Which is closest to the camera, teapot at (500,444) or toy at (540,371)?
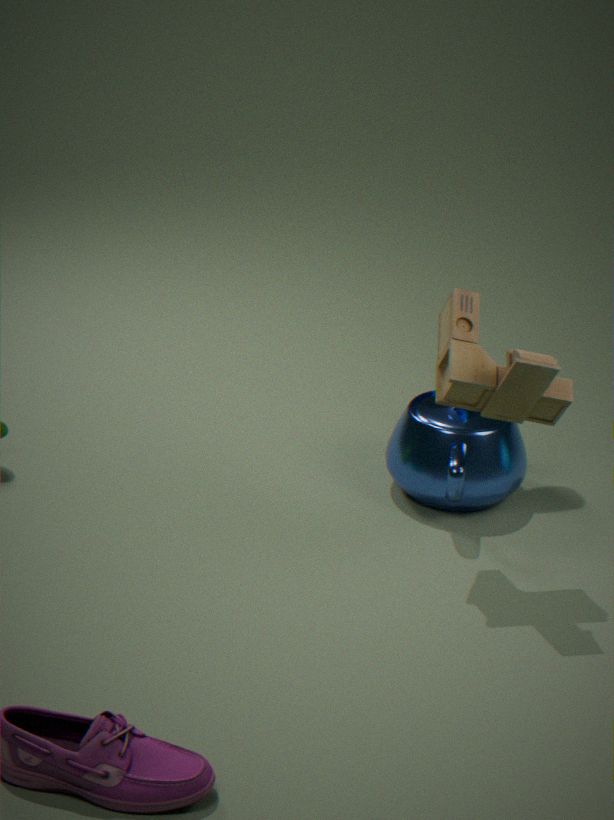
toy at (540,371)
